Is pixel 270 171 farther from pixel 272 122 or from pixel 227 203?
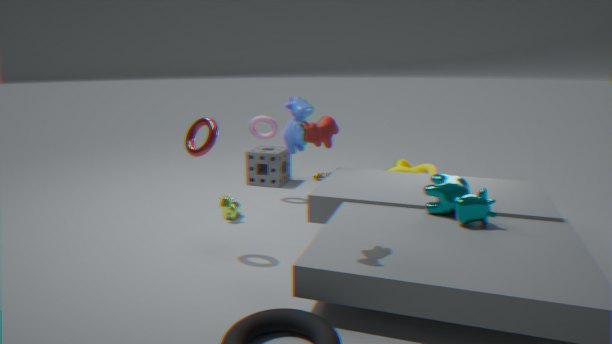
pixel 227 203
